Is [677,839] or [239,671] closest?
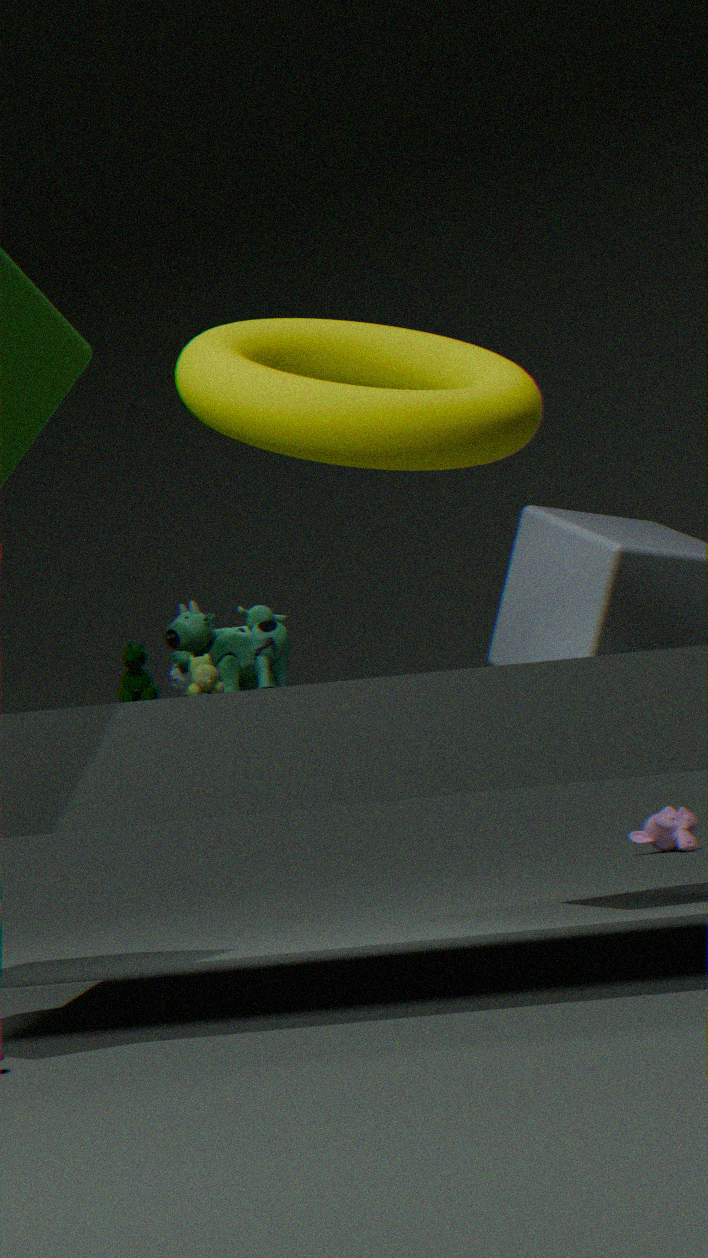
[239,671]
